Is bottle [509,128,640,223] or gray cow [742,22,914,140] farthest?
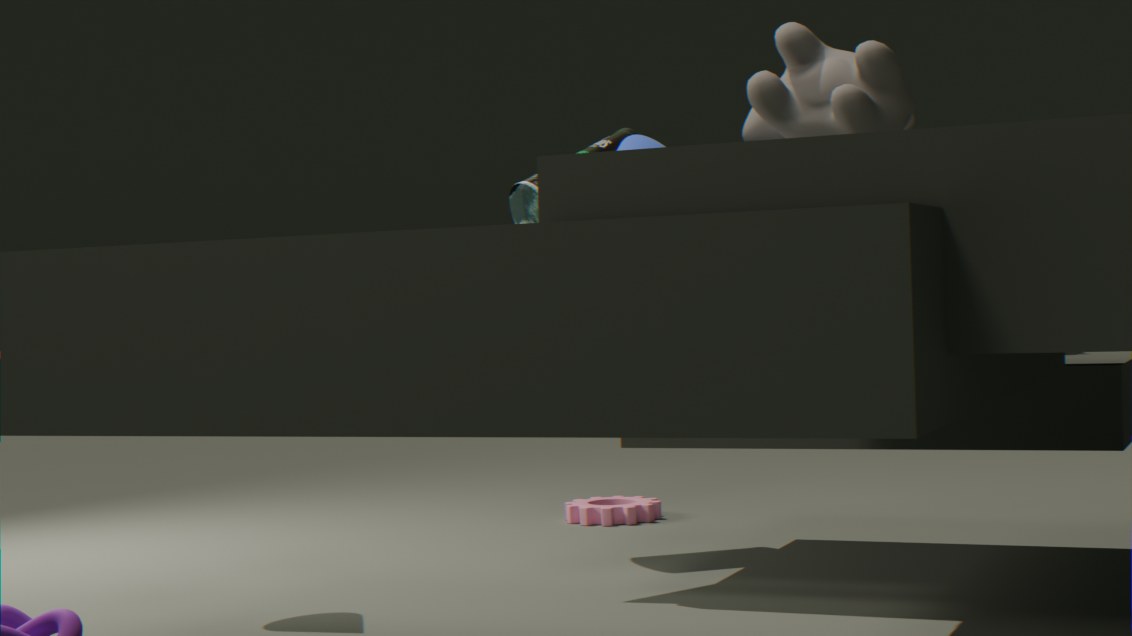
bottle [509,128,640,223]
